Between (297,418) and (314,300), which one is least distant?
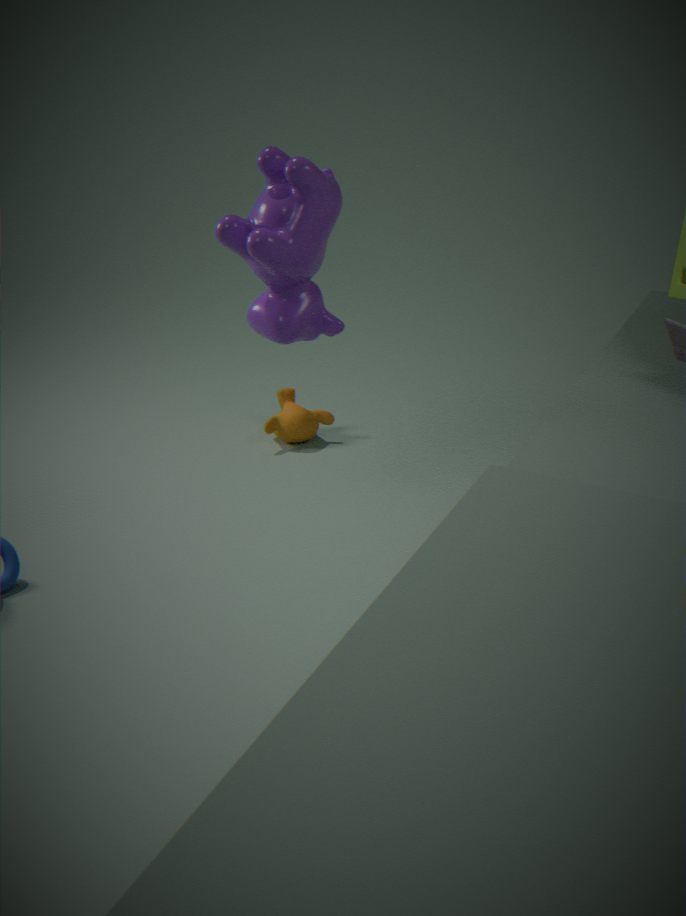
(314,300)
